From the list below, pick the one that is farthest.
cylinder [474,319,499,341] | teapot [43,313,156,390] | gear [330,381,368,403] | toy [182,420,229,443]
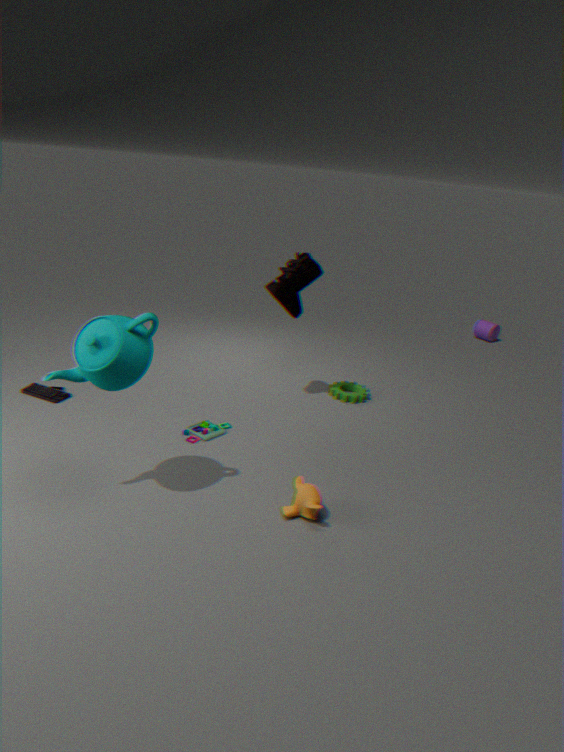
cylinder [474,319,499,341]
